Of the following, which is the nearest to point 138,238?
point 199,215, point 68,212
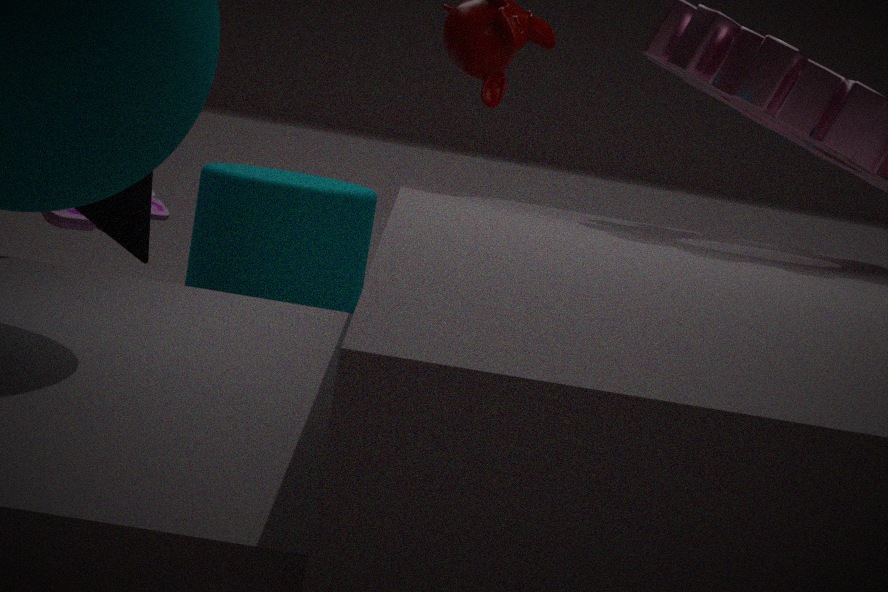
point 68,212
